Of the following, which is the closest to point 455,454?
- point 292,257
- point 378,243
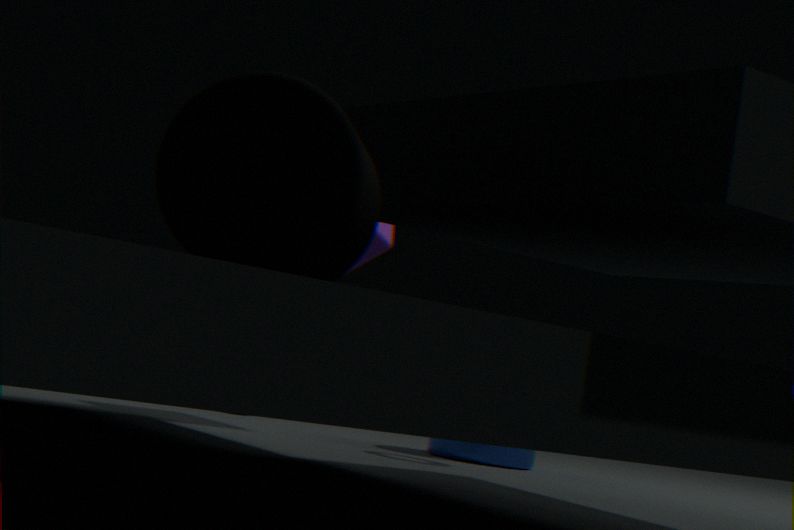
point 378,243
